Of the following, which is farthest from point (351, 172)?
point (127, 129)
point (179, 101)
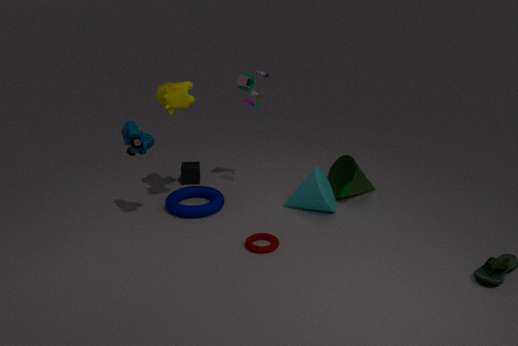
point (127, 129)
